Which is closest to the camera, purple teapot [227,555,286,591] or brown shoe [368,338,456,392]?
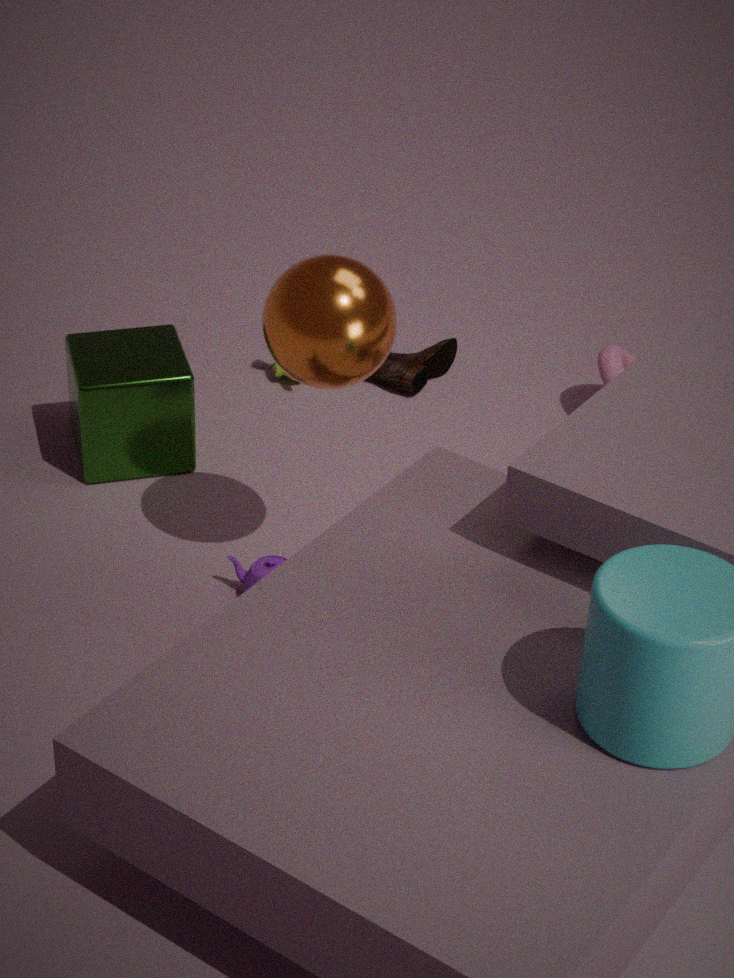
purple teapot [227,555,286,591]
